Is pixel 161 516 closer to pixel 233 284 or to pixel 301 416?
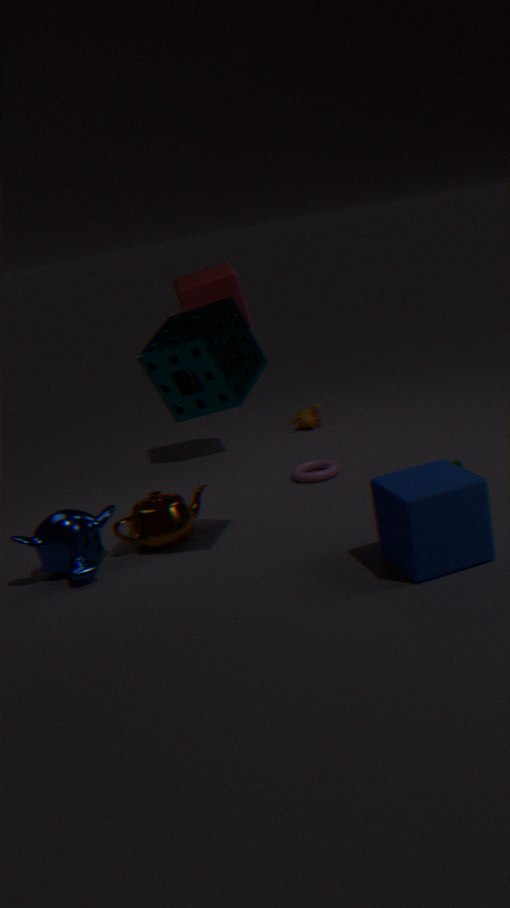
pixel 233 284
